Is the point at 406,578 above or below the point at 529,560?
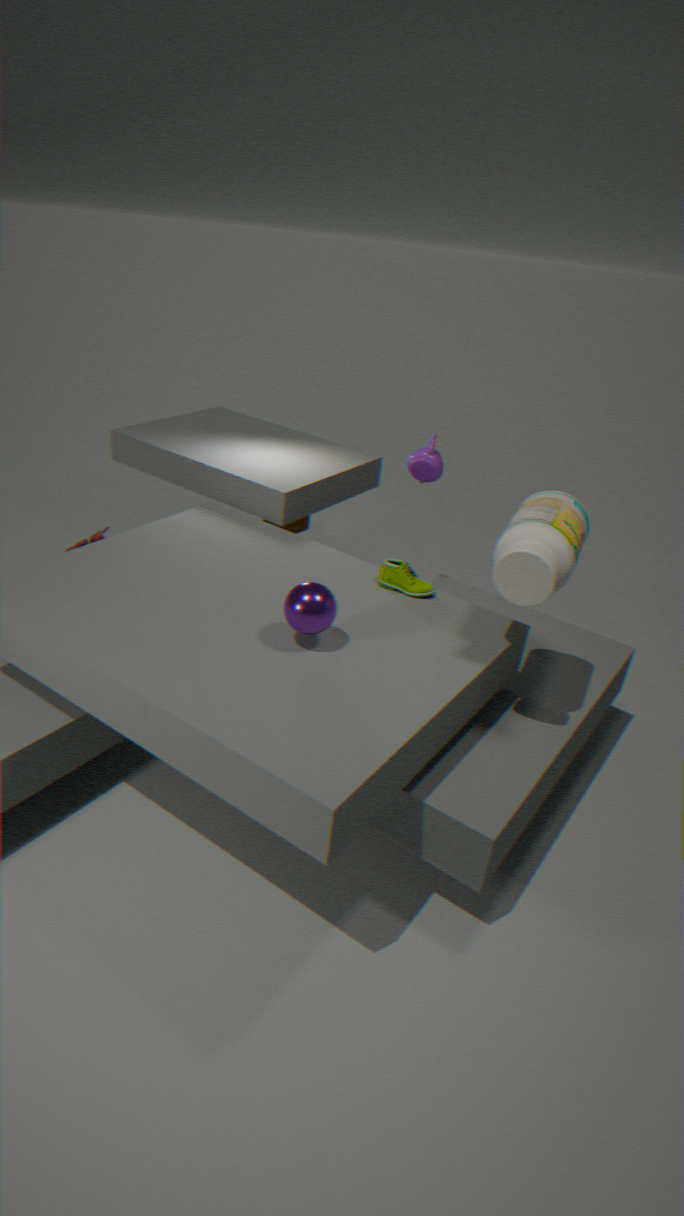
below
